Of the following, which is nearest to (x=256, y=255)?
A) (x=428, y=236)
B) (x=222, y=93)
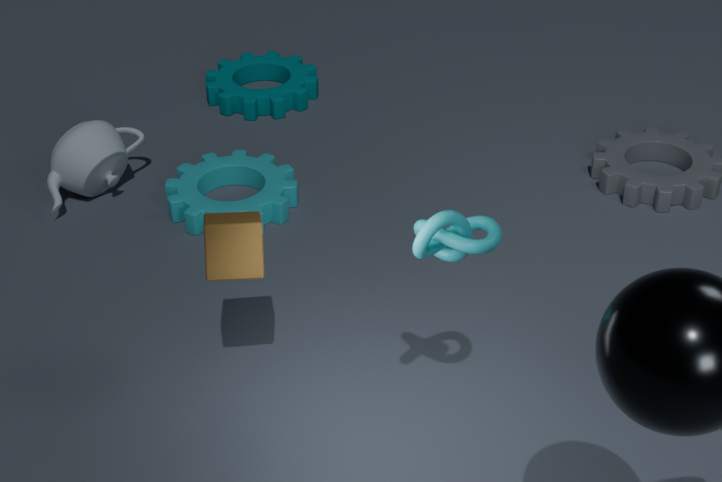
(x=428, y=236)
